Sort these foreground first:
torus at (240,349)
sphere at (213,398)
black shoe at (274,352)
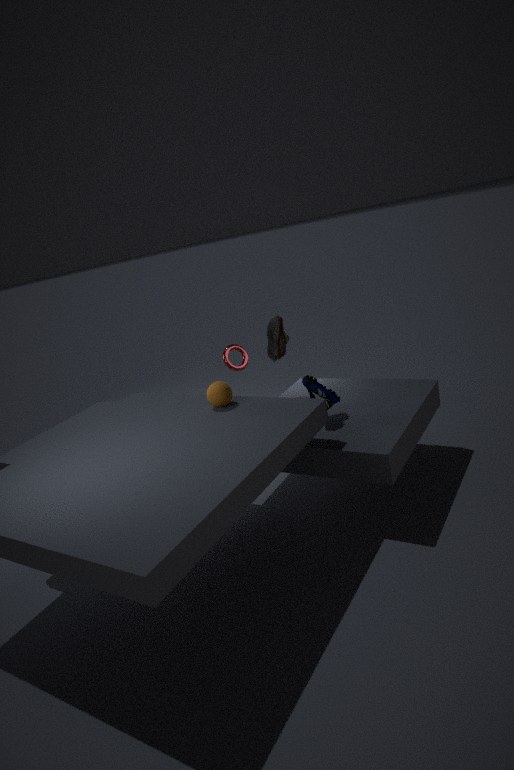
1. sphere at (213,398)
2. black shoe at (274,352)
3. torus at (240,349)
